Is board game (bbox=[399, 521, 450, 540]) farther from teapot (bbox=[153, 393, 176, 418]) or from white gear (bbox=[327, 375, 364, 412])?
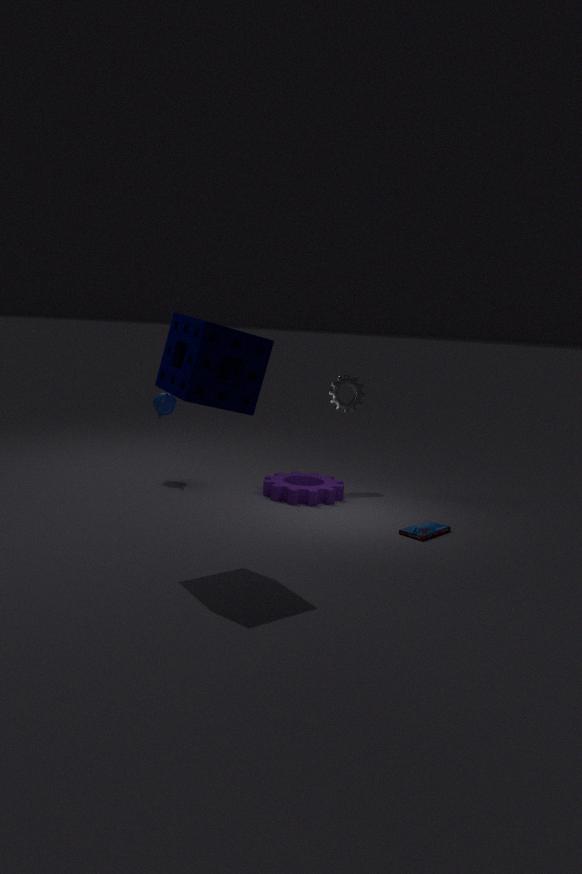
teapot (bbox=[153, 393, 176, 418])
